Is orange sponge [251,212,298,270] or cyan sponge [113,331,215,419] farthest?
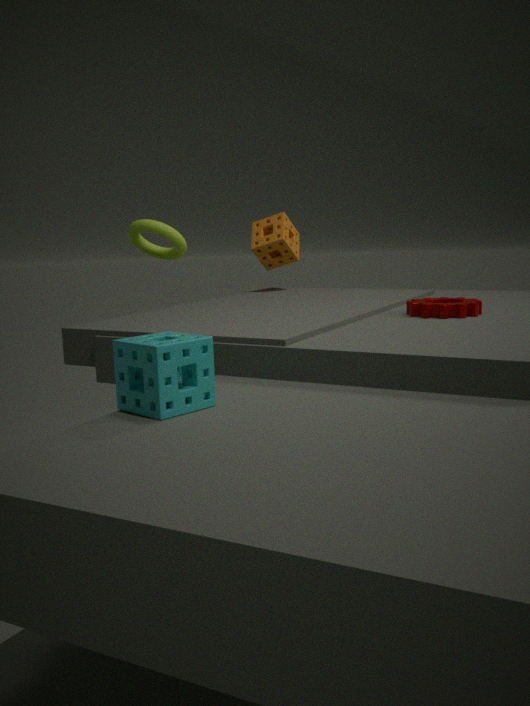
orange sponge [251,212,298,270]
